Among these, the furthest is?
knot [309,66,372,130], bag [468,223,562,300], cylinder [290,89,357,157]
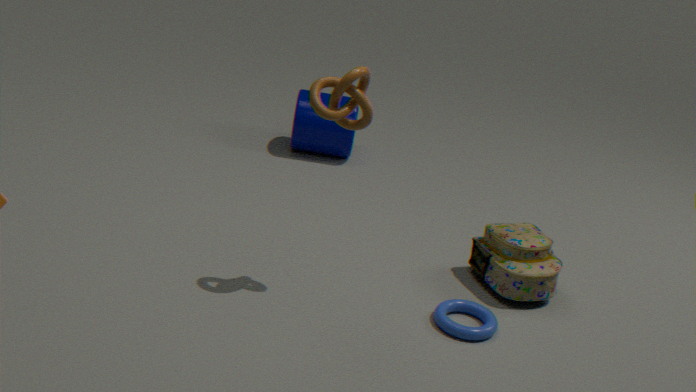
cylinder [290,89,357,157]
